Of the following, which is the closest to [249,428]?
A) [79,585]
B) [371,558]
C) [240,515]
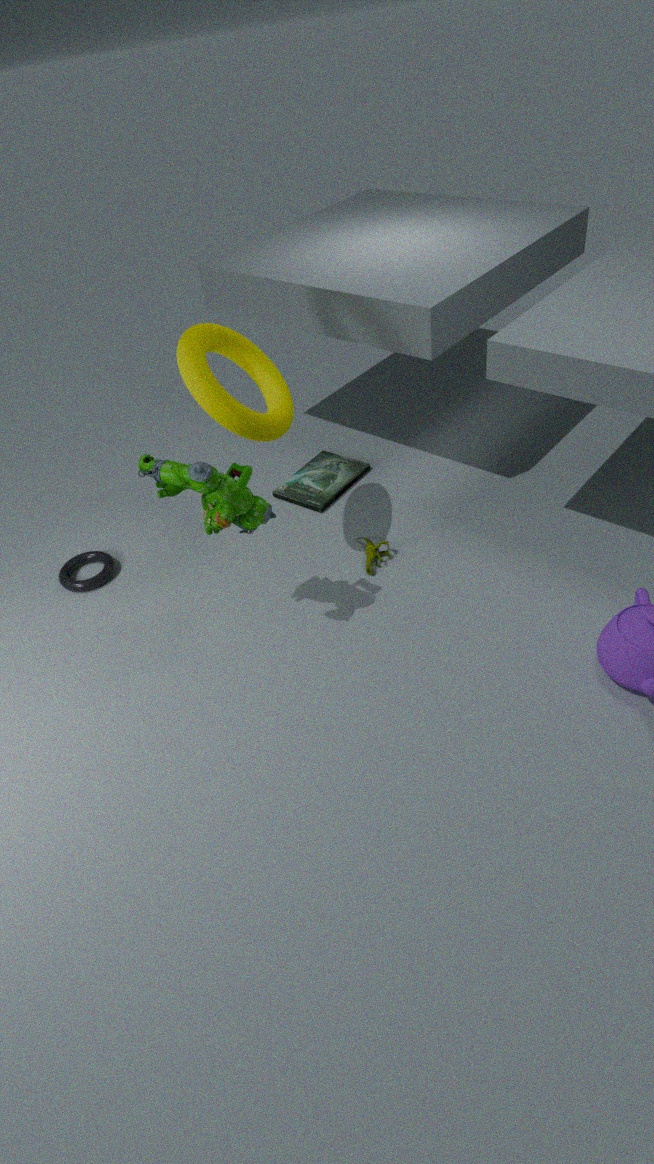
[240,515]
